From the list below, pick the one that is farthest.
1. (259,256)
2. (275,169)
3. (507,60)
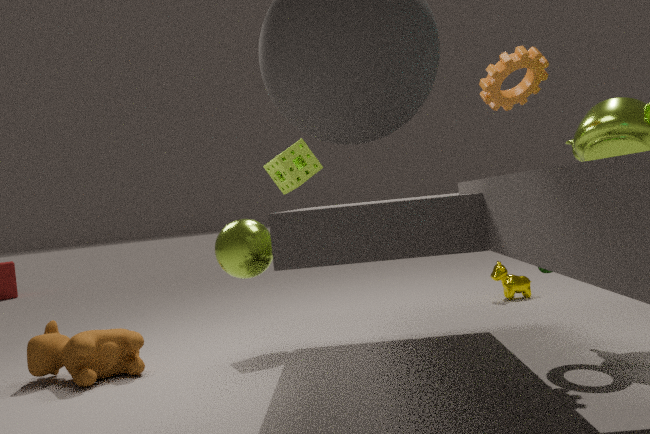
(275,169)
